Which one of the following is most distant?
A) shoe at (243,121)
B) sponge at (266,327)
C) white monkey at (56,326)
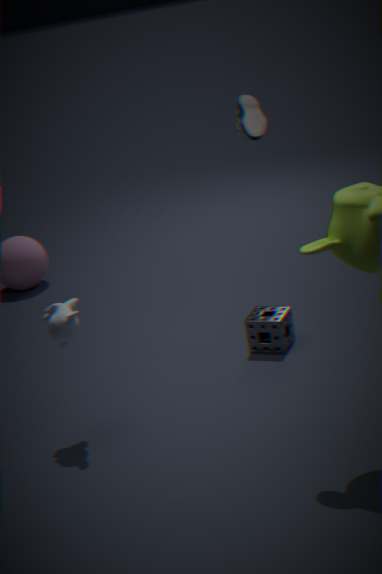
shoe at (243,121)
